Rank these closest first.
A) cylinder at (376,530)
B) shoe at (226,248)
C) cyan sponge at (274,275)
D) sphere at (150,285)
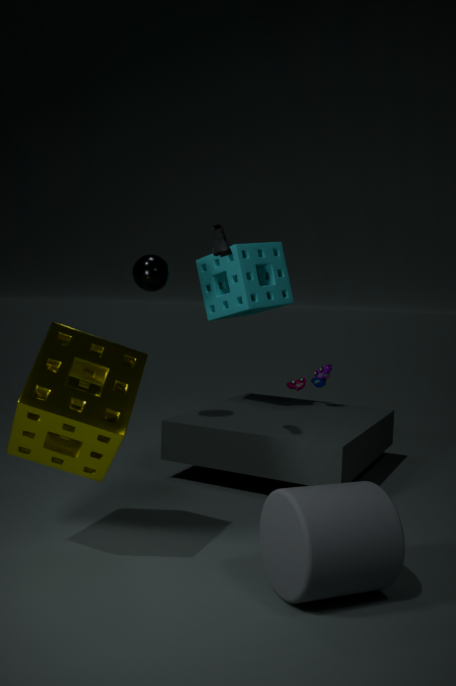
cylinder at (376,530) < shoe at (226,248) < sphere at (150,285) < cyan sponge at (274,275)
